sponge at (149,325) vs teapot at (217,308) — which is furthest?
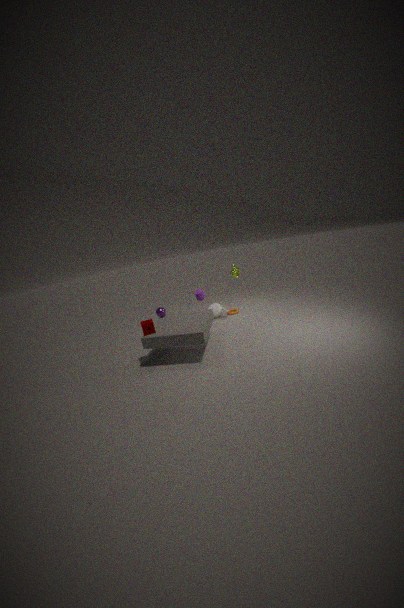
teapot at (217,308)
